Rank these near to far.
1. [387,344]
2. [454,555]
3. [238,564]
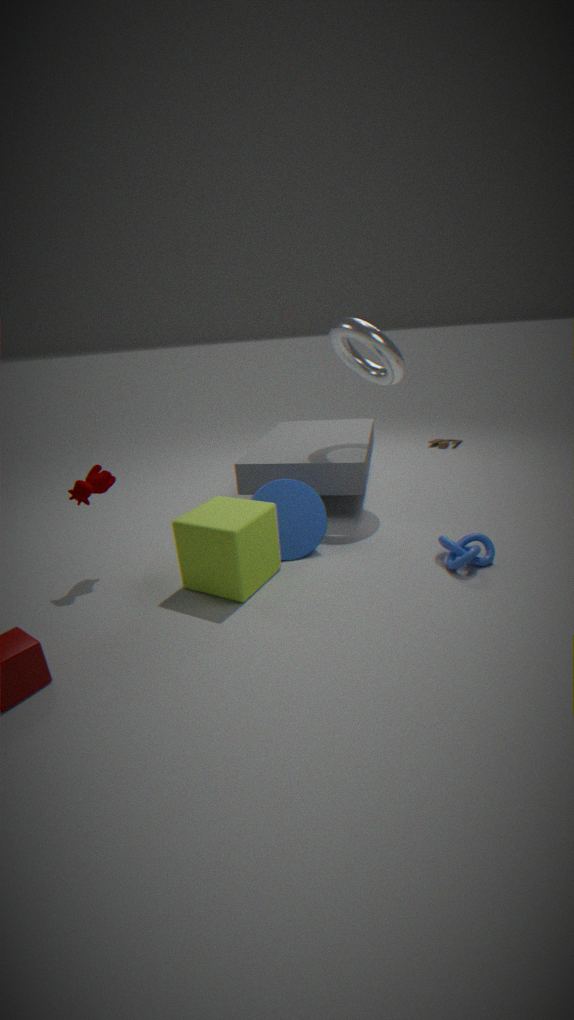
[238,564]
[454,555]
[387,344]
